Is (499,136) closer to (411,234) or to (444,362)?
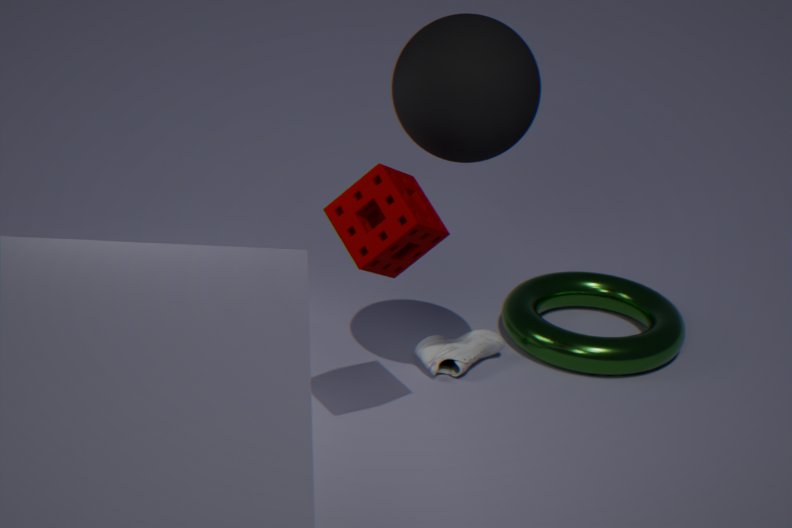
(411,234)
